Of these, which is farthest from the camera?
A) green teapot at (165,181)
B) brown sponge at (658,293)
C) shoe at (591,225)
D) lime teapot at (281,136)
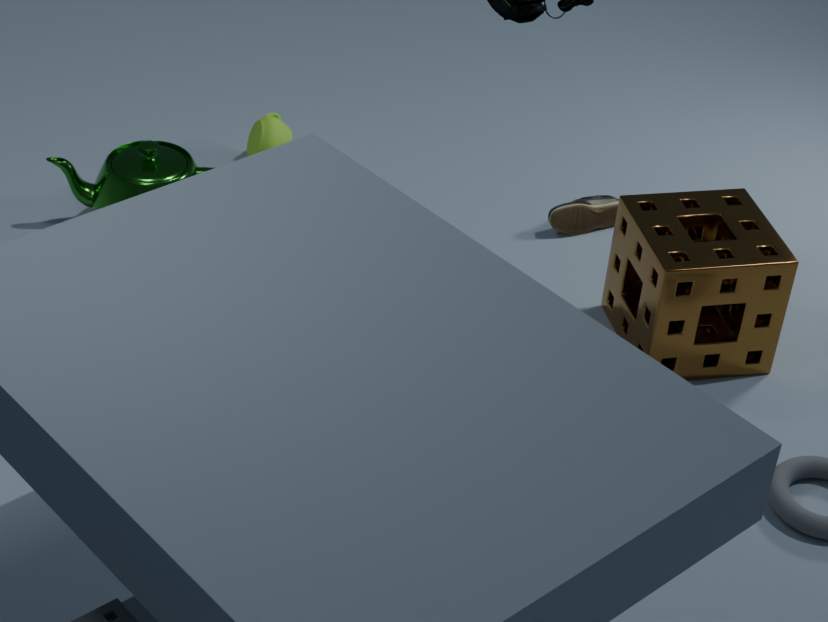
lime teapot at (281,136)
